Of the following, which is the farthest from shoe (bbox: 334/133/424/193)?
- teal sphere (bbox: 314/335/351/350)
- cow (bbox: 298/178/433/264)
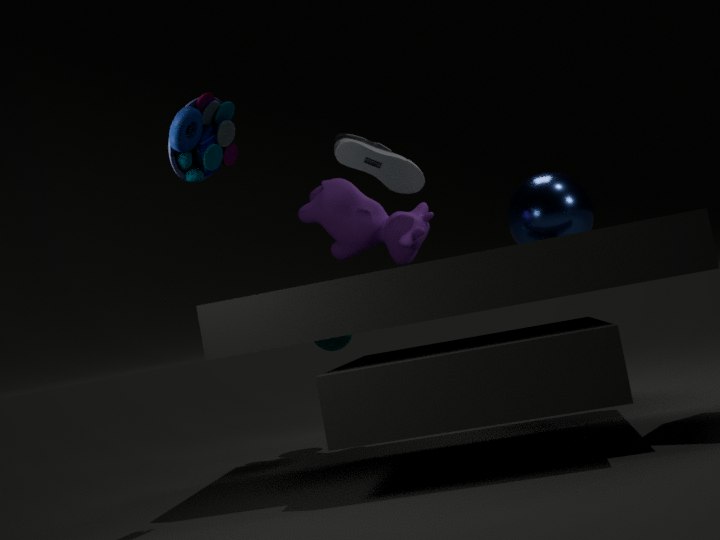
teal sphere (bbox: 314/335/351/350)
